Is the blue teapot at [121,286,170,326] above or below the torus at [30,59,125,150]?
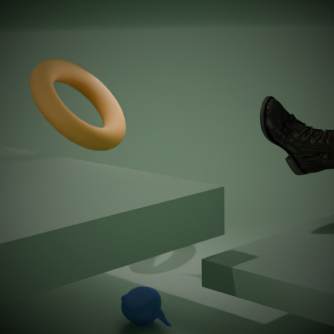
below
